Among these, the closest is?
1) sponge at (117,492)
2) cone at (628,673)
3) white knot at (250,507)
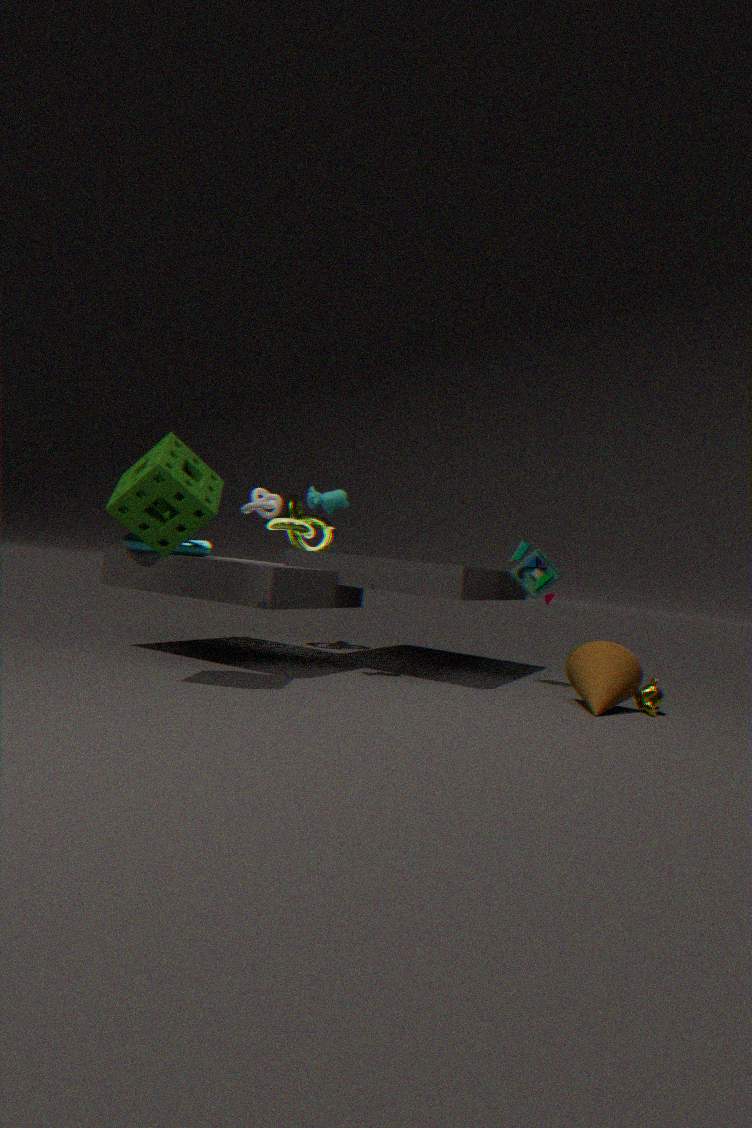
1. sponge at (117,492)
